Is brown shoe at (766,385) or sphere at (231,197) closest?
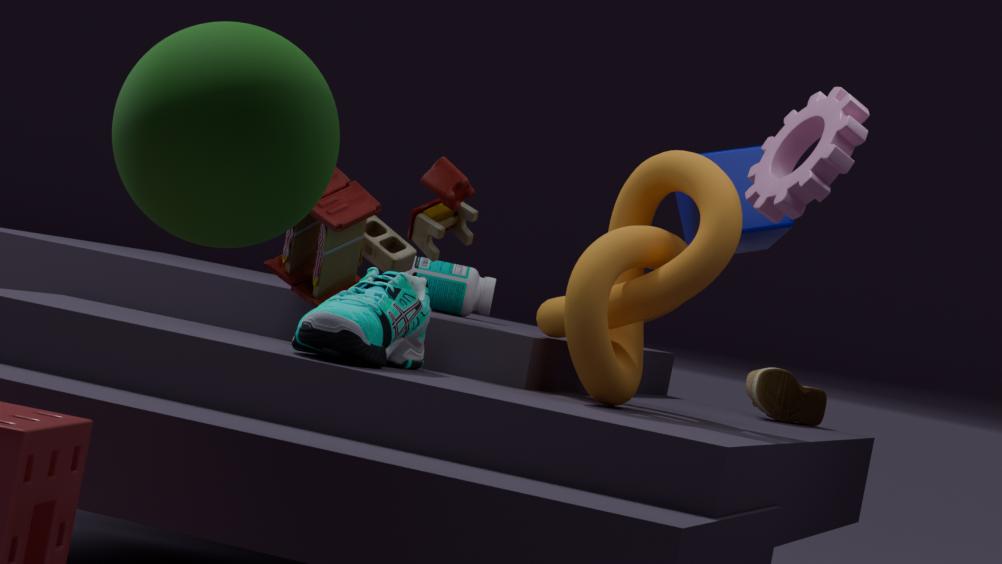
sphere at (231,197)
